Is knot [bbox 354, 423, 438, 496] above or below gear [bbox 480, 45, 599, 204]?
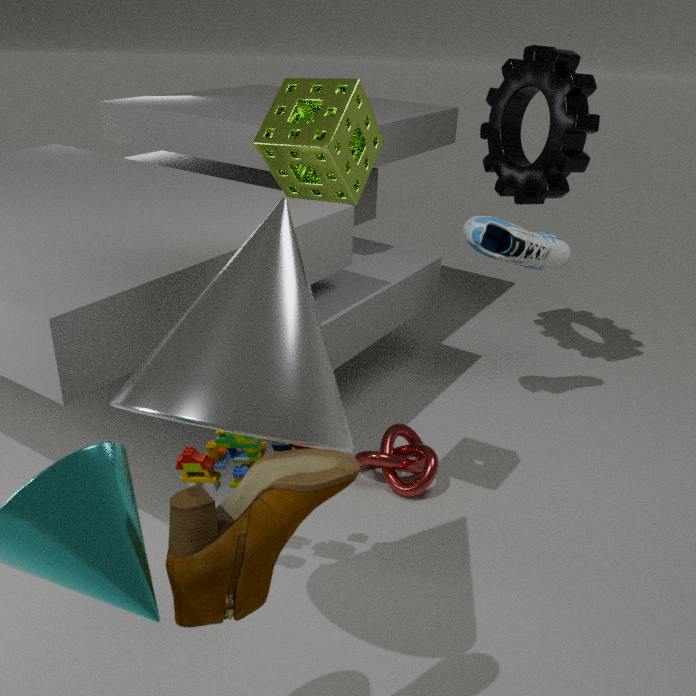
below
